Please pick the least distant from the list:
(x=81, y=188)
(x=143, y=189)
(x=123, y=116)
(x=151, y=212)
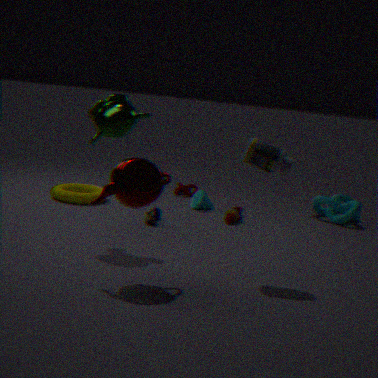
(x=143, y=189)
